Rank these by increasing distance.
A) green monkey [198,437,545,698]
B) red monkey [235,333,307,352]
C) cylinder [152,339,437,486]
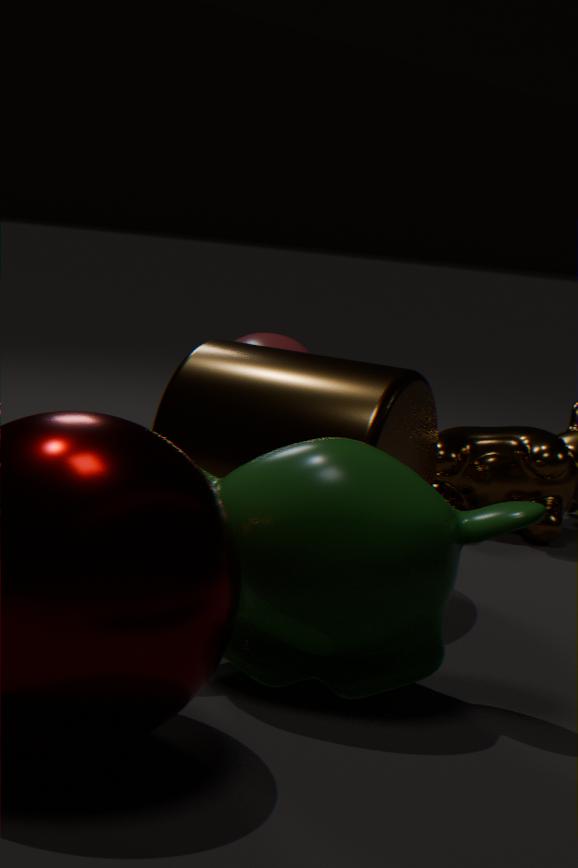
green monkey [198,437,545,698], cylinder [152,339,437,486], red monkey [235,333,307,352]
